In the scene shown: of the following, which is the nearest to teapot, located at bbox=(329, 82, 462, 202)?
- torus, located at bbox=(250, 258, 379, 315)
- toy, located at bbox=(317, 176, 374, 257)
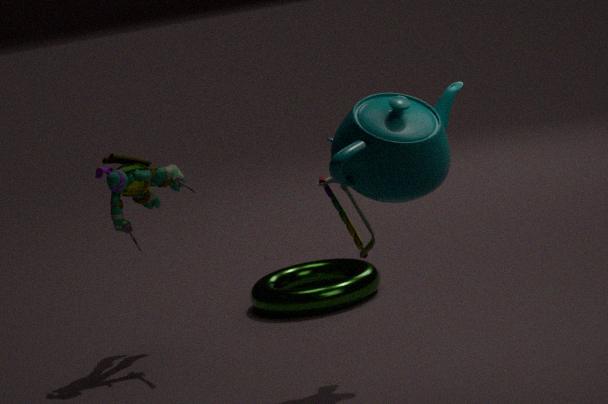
toy, located at bbox=(317, 176, 374, 257)
